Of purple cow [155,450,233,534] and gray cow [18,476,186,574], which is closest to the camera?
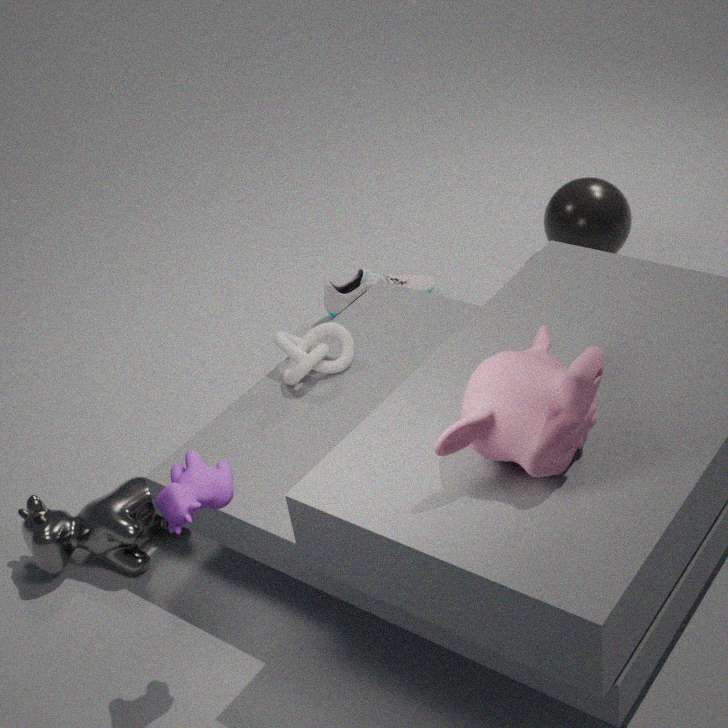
purple cow [155,450,233,534]
